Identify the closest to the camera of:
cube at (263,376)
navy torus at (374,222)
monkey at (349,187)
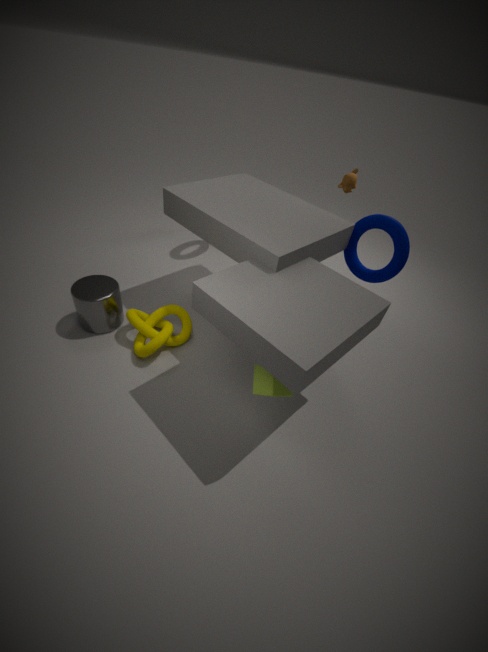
cube at (263,376)
